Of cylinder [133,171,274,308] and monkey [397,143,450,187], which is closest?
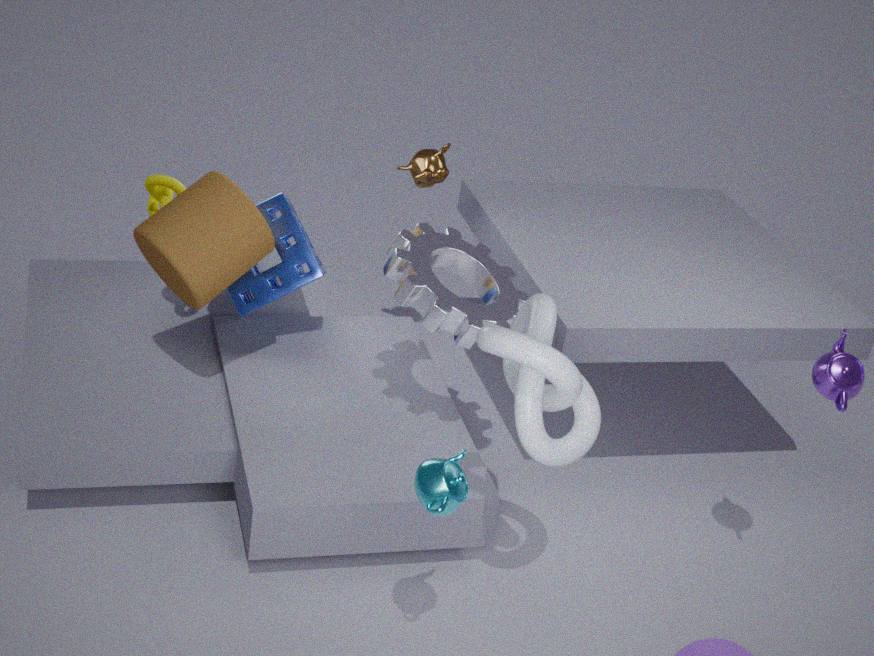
cylinder [133,171,274,308]
